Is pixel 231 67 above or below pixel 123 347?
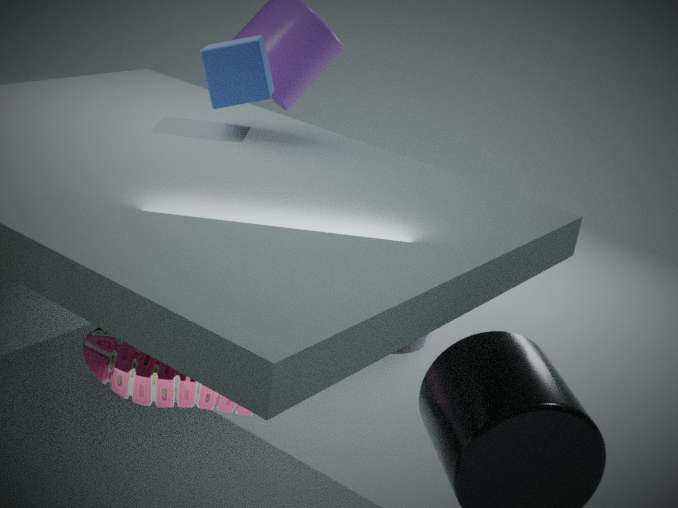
above
